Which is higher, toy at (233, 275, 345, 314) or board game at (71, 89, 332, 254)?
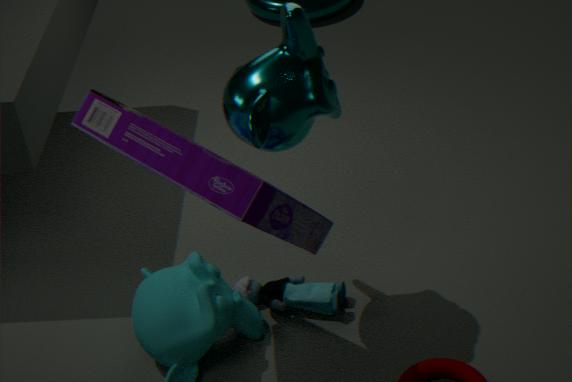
board game at (71, 89, 332, 254)
